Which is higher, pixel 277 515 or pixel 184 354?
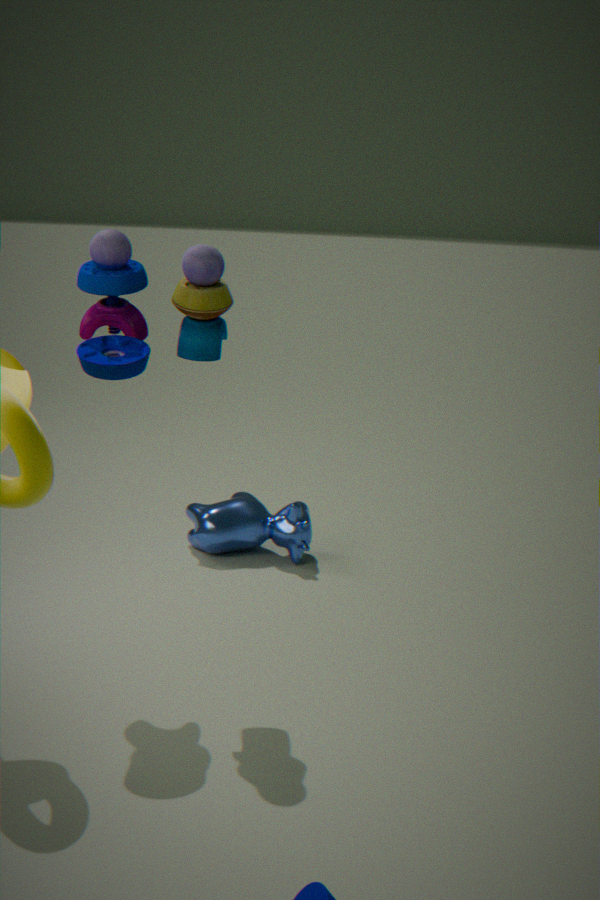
pixel 184 354
